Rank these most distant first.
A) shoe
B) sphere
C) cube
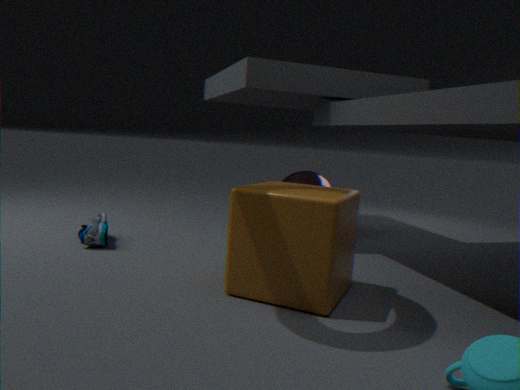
1. sphere
2. shoe
3. cube
